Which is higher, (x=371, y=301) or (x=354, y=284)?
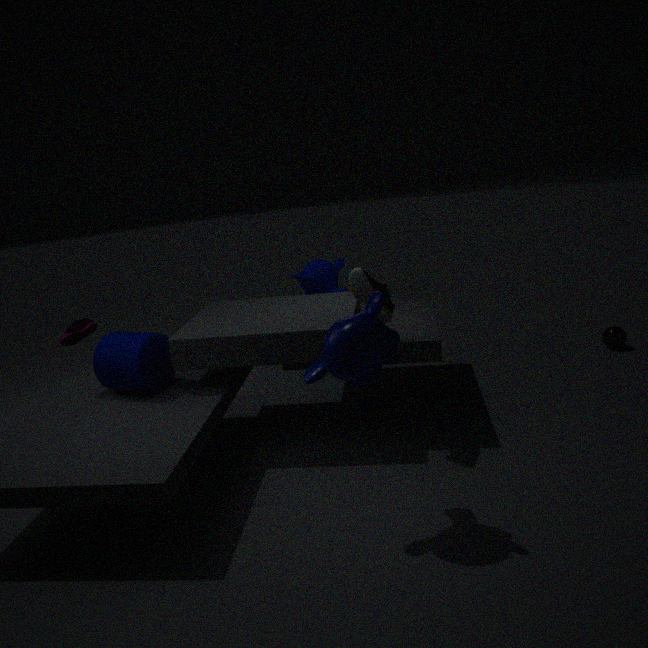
(x=354, y=284)
